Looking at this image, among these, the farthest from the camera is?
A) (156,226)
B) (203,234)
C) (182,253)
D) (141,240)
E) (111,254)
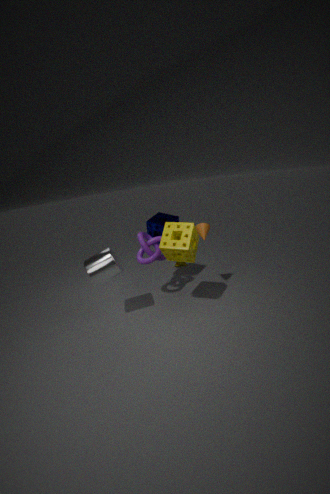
(156,226)
